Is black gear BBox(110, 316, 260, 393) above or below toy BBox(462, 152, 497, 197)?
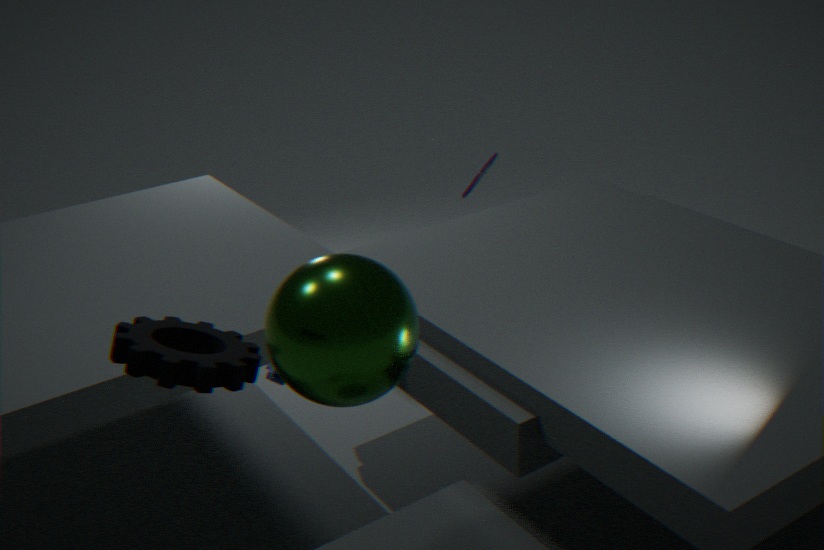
above
